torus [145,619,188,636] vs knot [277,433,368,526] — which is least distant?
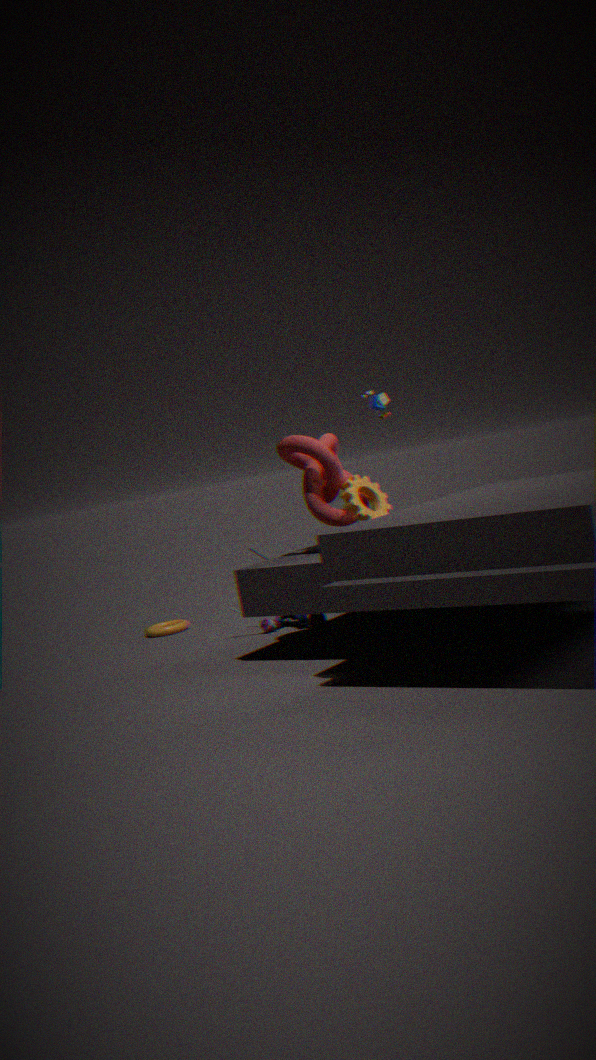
knot [277,433,368,526]
